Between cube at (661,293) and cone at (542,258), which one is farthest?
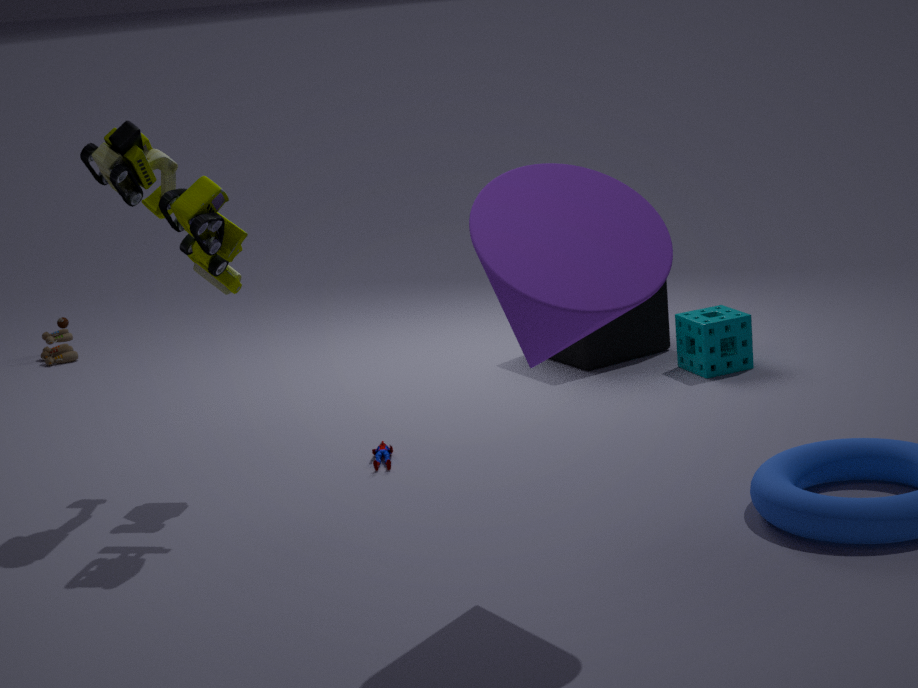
cube at (661,293)
